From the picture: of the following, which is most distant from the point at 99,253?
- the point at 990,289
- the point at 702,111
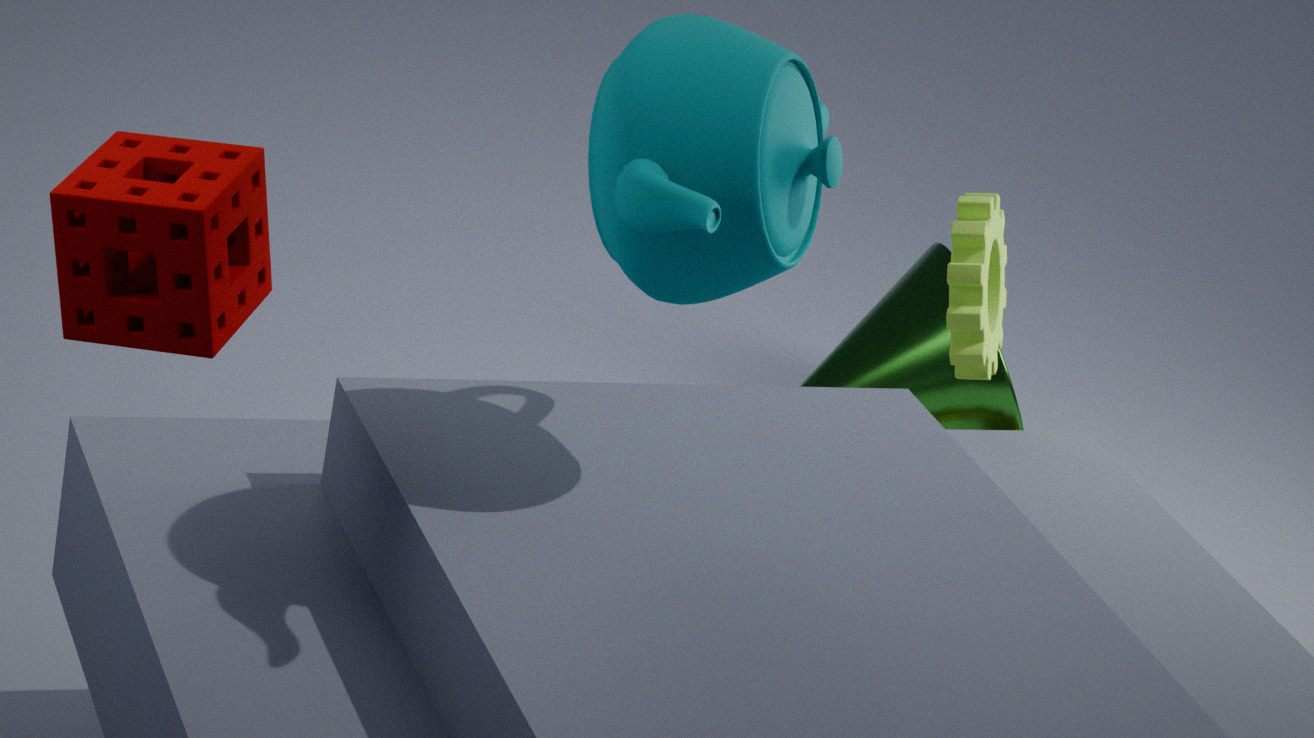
the point at 990,289
